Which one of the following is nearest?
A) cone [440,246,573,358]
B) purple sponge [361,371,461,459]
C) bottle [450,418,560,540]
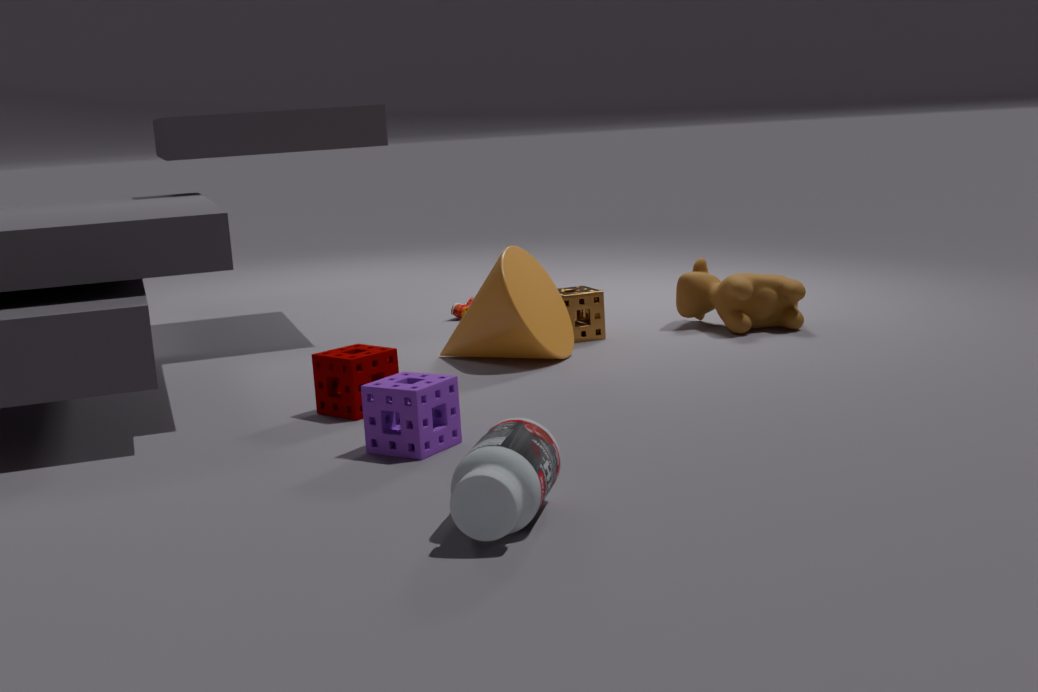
bottle [450,418,560,540]
